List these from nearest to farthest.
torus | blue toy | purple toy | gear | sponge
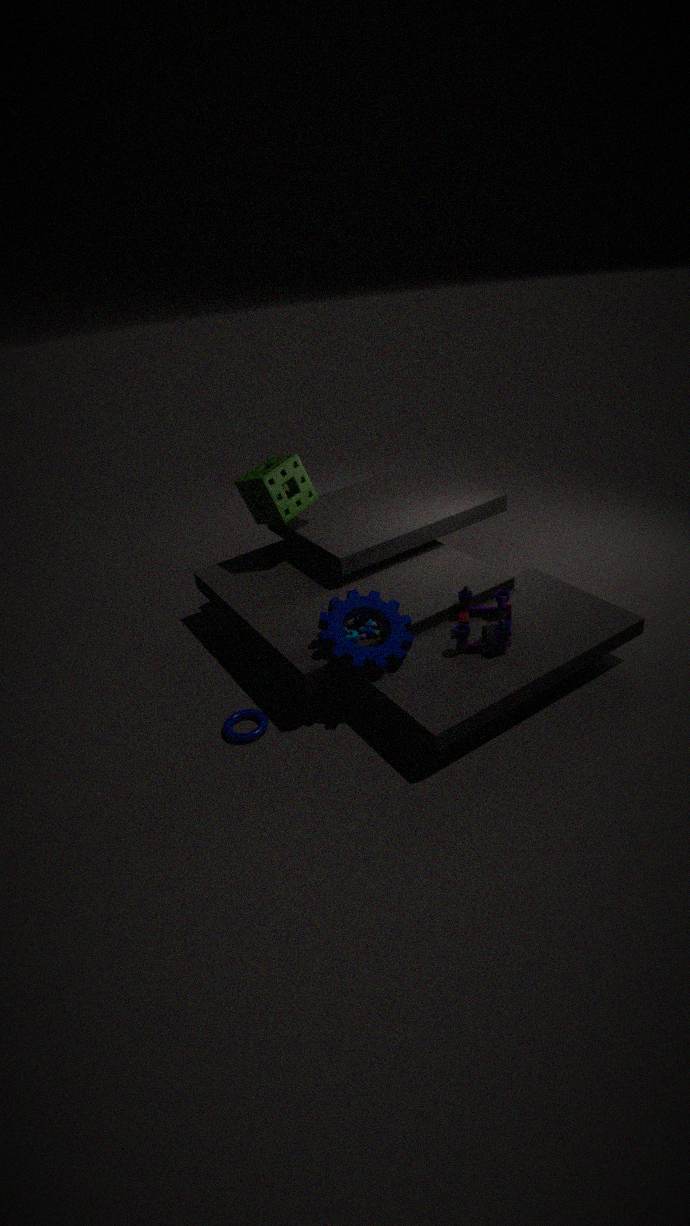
gear < purple toy < torus < blue toy < sponge
